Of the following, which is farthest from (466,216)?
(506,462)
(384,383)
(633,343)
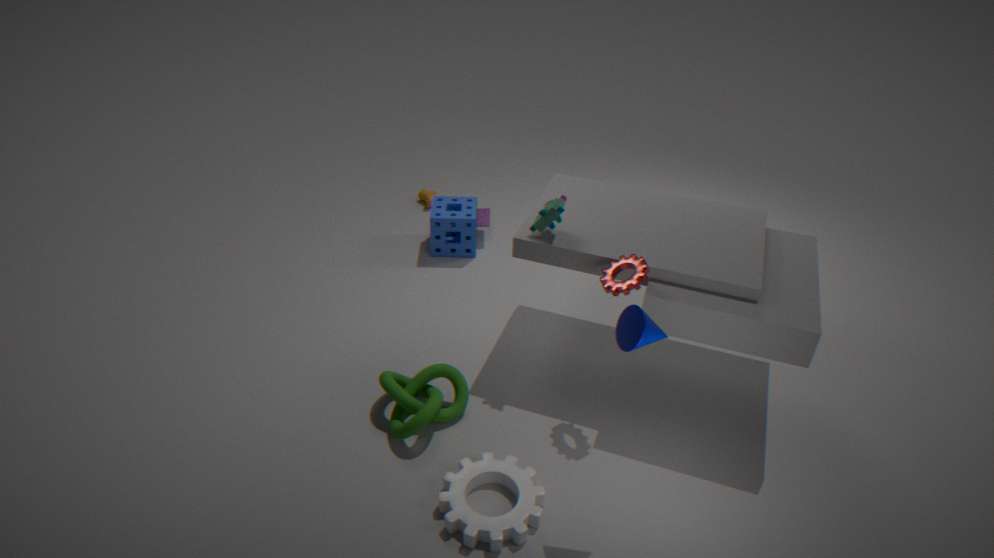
(633,343)
